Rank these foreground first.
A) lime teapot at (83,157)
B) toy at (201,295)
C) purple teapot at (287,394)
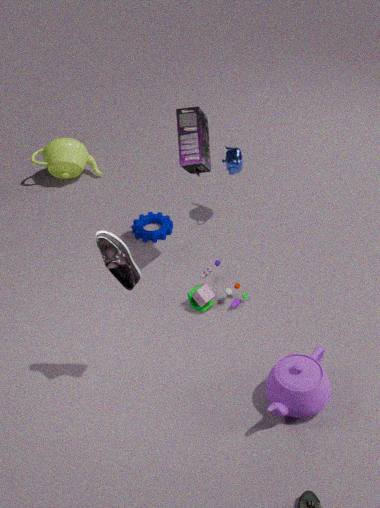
purple teapot at (287,394)
toy at (201,295)
lime teapot at (83,157)
